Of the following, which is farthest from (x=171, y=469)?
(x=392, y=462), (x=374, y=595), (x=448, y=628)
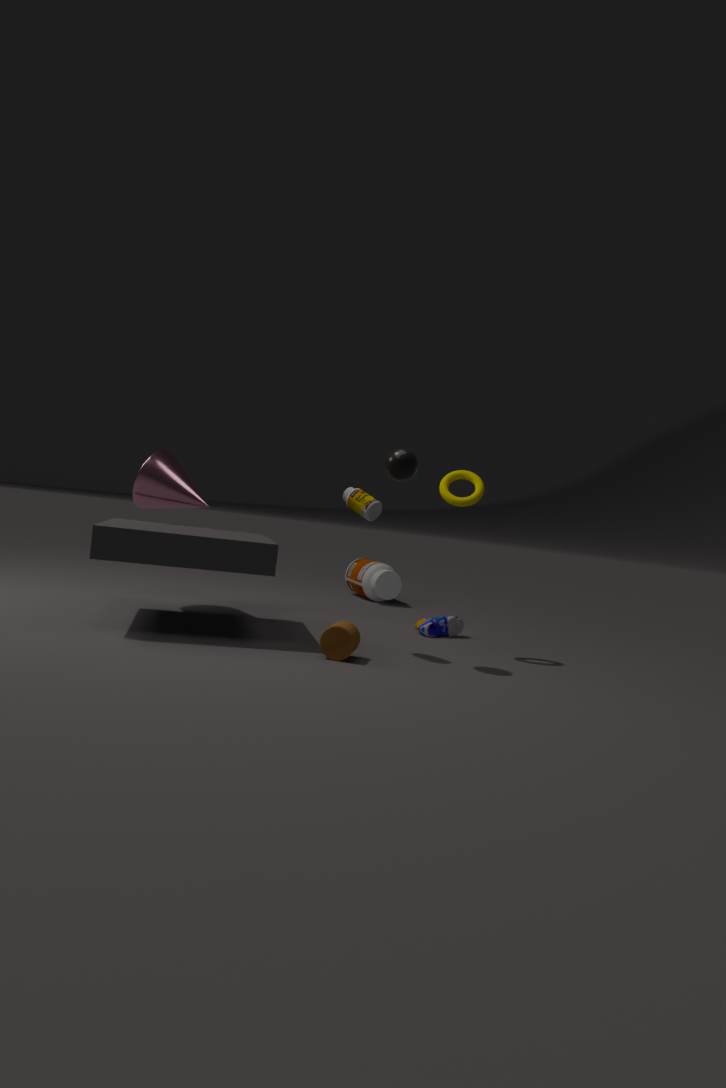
(x=374, y=595)
